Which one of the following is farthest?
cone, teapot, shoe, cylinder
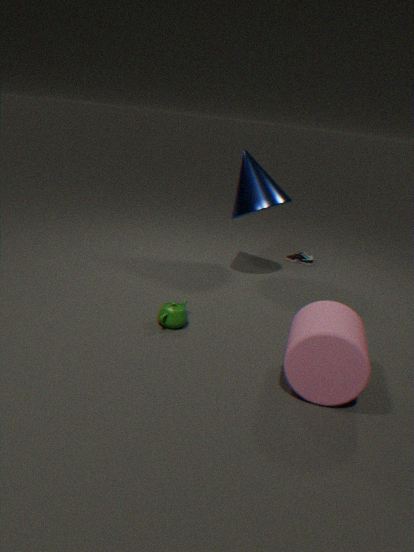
shoe
